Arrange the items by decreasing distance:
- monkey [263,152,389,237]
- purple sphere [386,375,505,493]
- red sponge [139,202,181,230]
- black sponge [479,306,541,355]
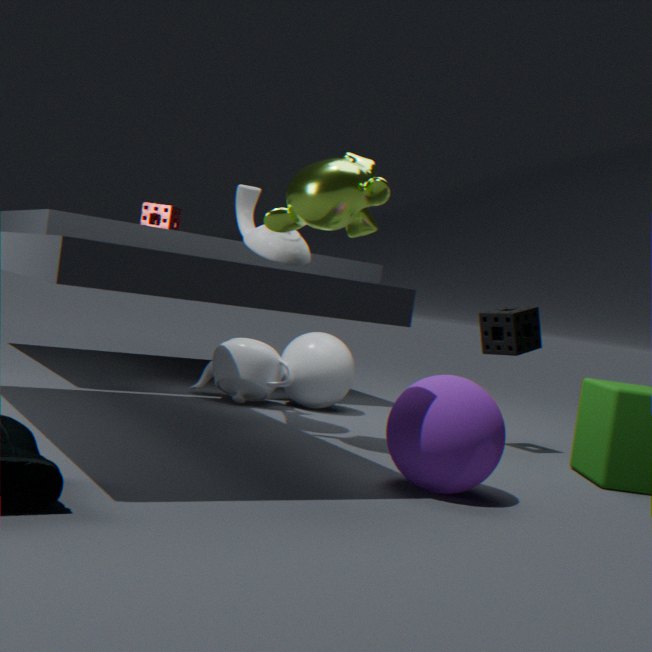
red sponge [139,202,181,230] → black sponge [479,306,541,355] → monkey [263,152,389,237] → purple sphere [386,375,505,493]
